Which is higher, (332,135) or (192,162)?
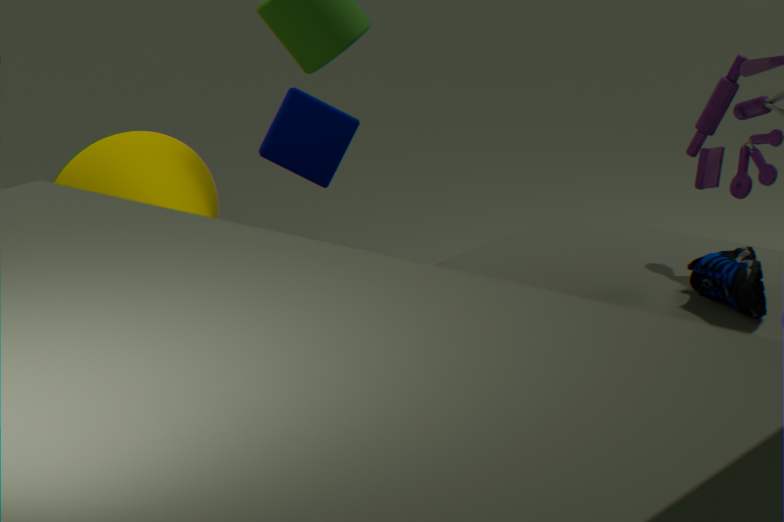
(332,135)
